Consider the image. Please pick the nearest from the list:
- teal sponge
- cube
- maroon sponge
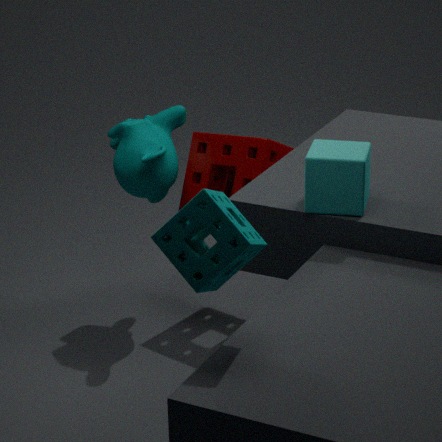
teal sponge
